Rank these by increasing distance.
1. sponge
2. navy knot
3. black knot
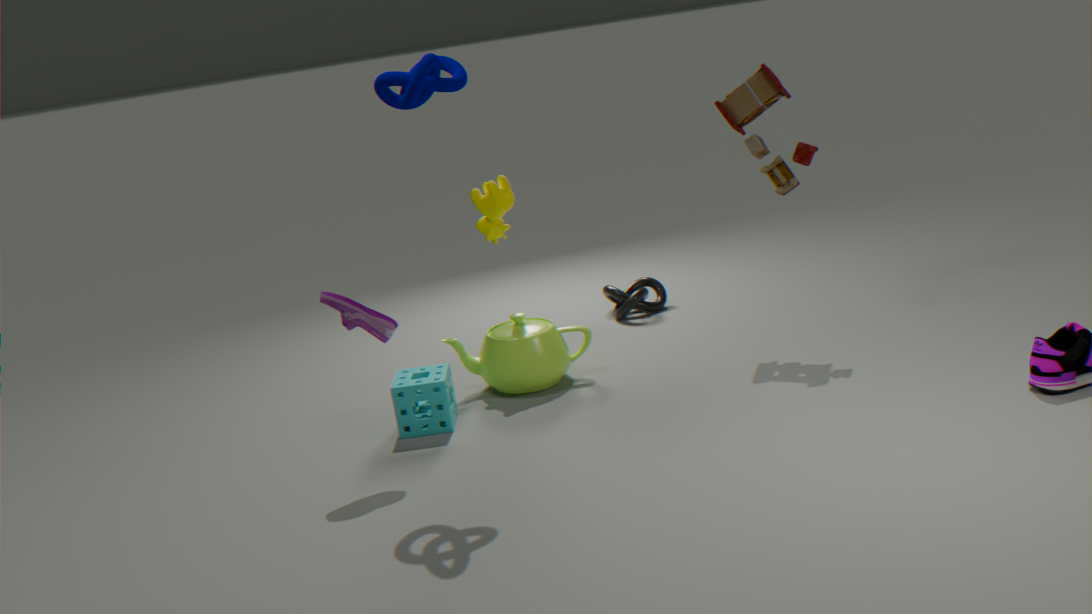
navy knot → sponge → black knot
